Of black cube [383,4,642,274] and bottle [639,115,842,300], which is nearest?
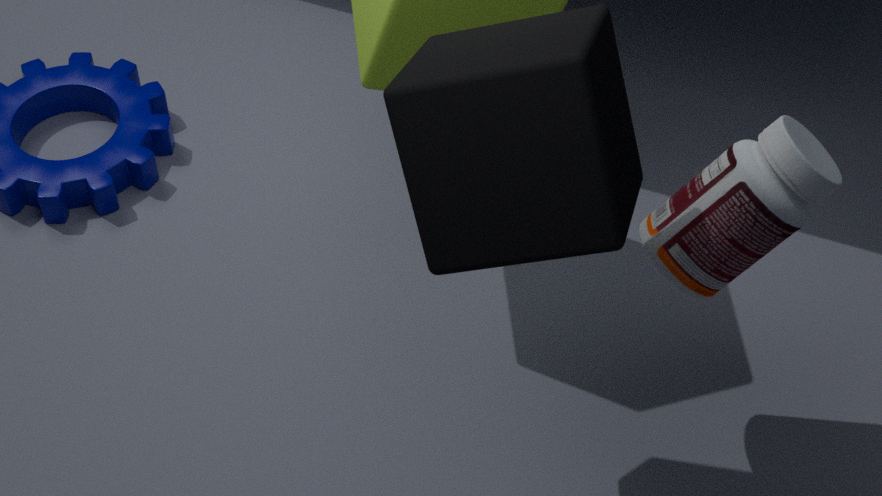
black cube [383,4,642,274]
